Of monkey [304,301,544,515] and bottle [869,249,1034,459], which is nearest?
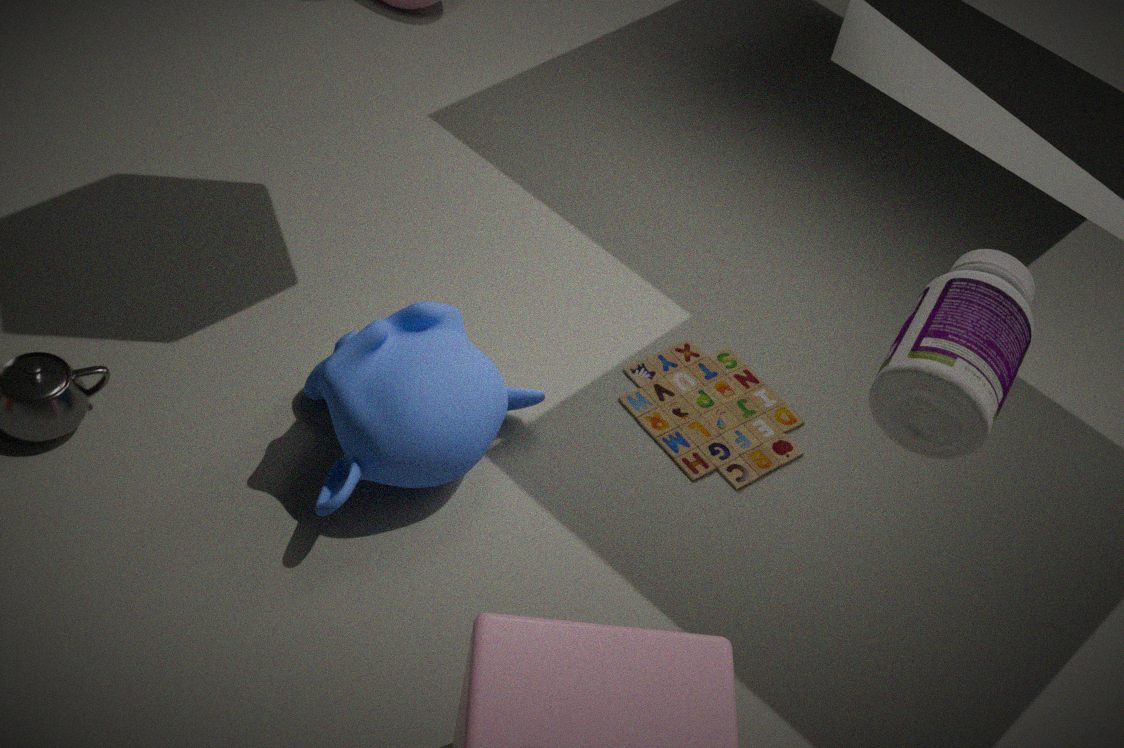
bottle [869,249,1034,459]
